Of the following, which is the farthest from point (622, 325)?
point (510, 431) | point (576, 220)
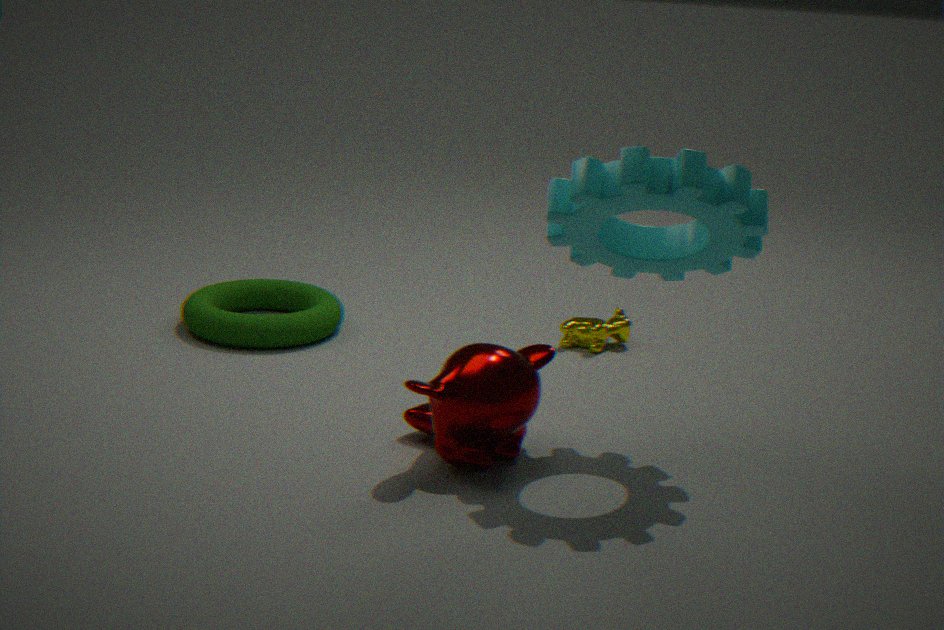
point (576, 220)
